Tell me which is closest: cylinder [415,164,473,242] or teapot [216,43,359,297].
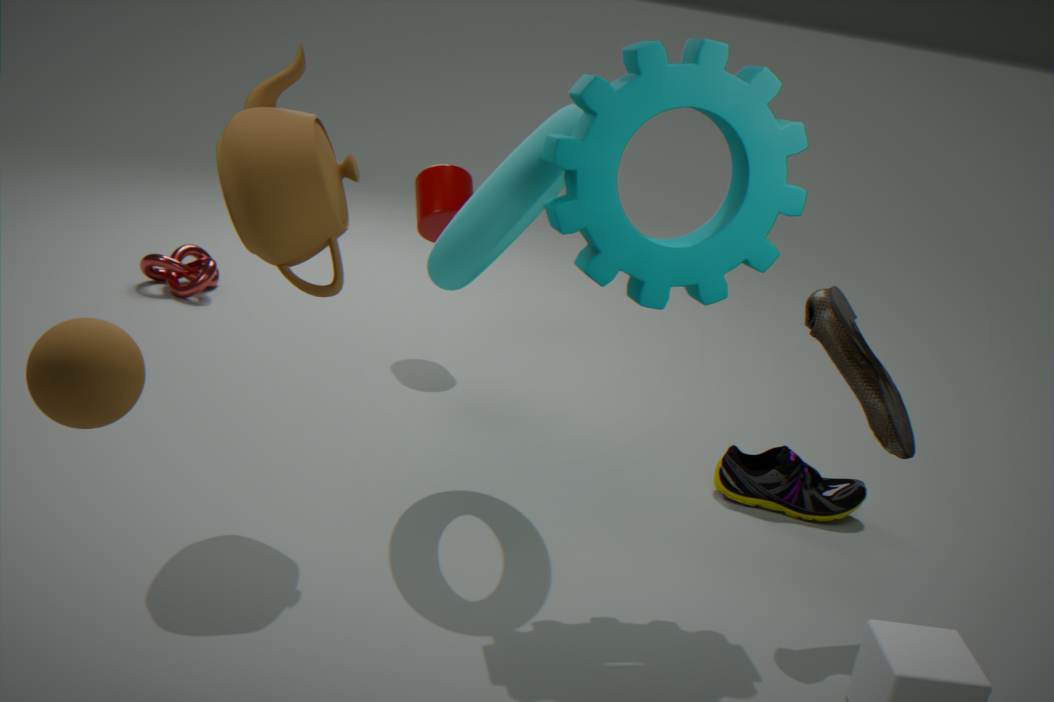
teapot [216,43,359,297]
